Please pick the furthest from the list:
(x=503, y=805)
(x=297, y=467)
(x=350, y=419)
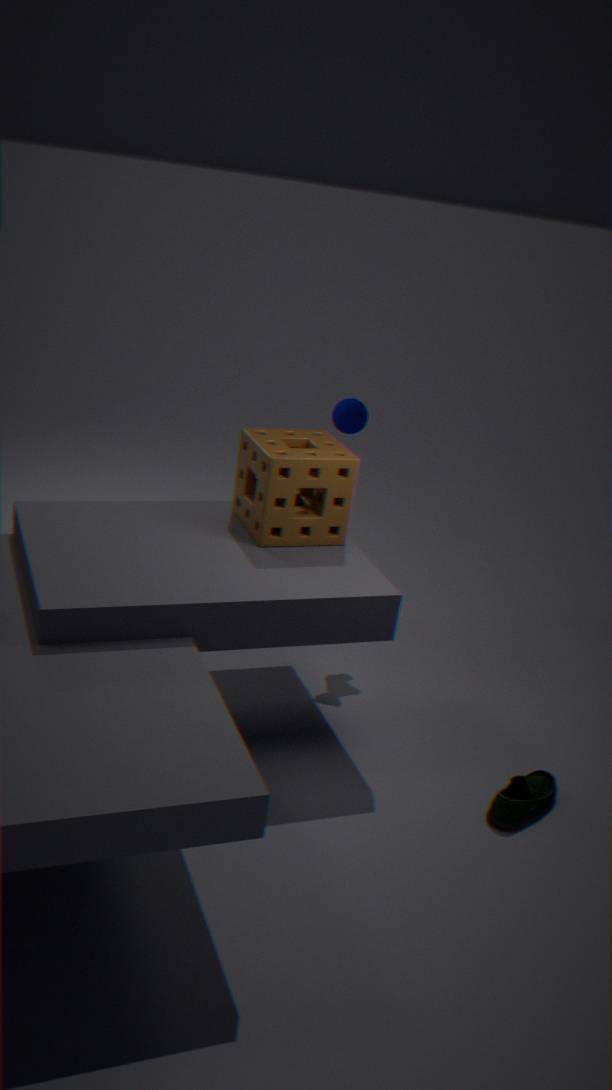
(x=350, y=419)
